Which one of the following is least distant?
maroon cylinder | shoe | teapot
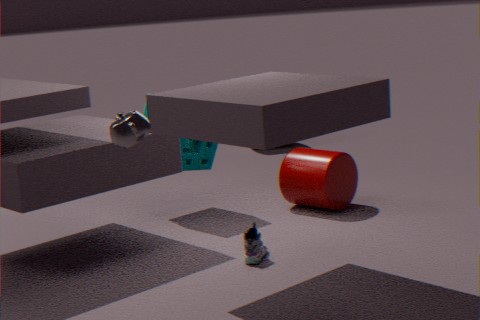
teapot
